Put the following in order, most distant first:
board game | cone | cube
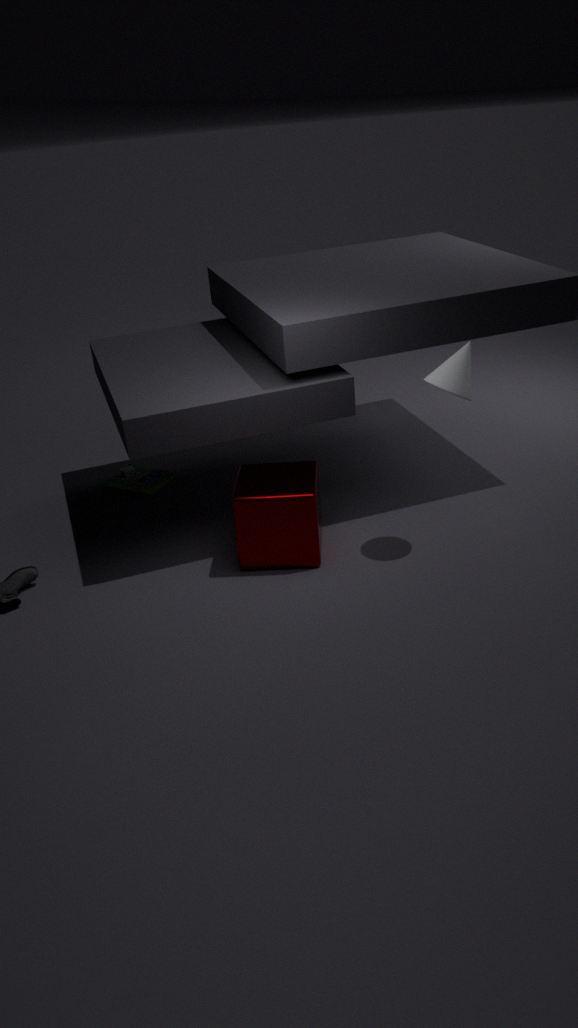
board game, cube, cone
